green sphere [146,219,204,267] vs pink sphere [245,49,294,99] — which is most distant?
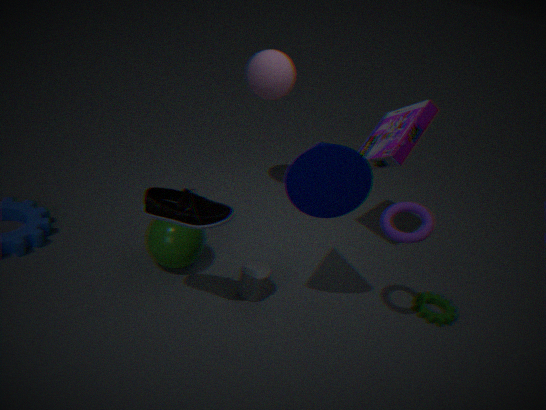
pink sphere [245,49,294,99]
